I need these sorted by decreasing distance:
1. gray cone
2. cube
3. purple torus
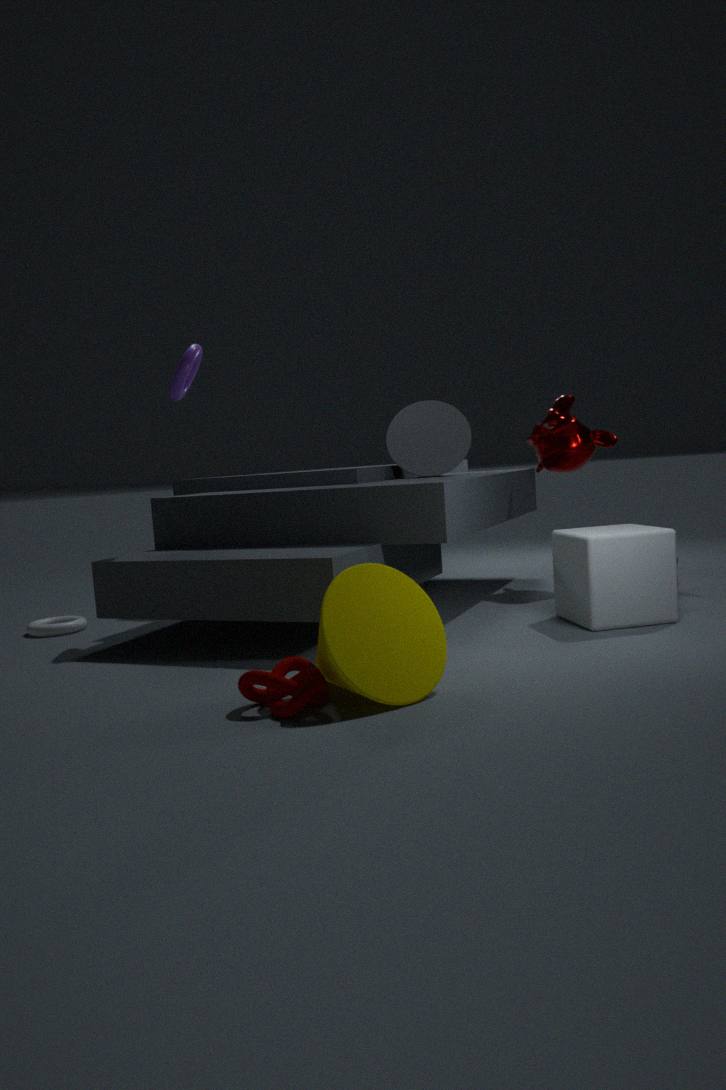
gray cone → purple torus → cube
